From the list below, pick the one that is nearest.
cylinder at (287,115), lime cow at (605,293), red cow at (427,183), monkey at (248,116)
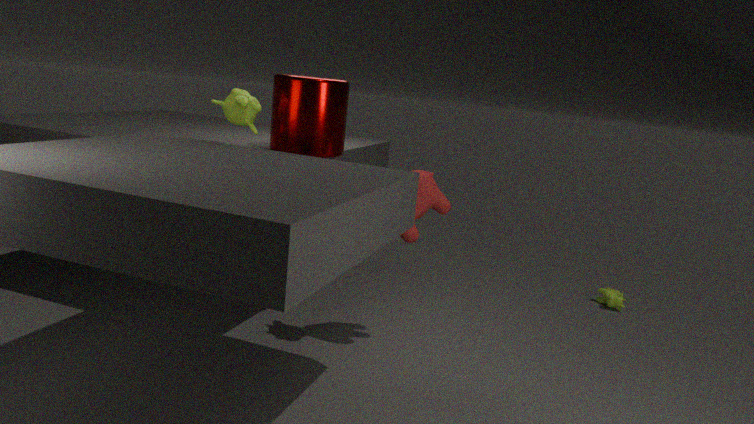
monkey at (248,116)
